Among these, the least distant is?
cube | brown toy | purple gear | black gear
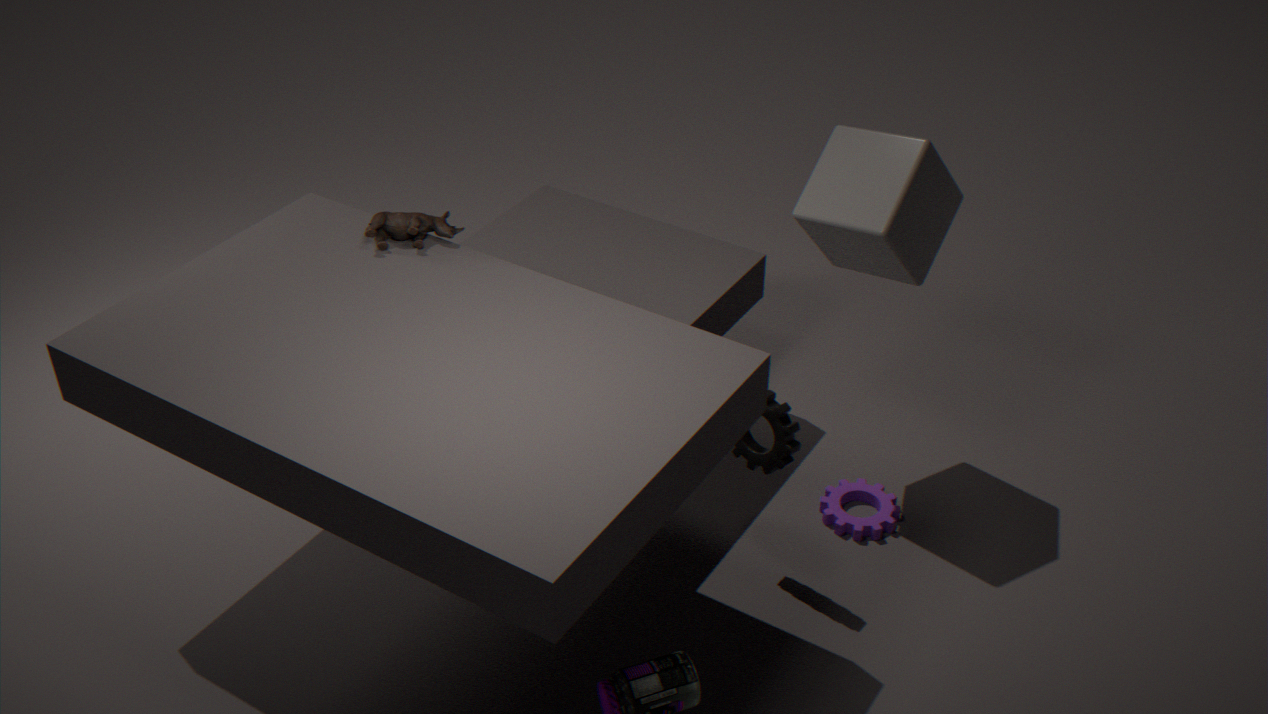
black gear
